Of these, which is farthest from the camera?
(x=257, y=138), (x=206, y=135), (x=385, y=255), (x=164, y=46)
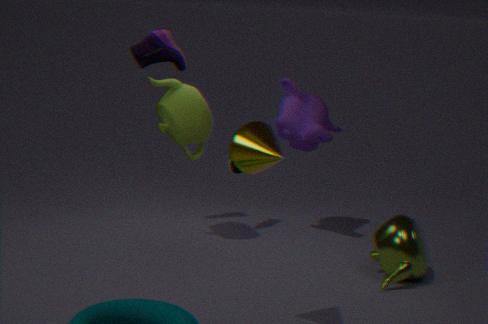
(x=164, y=46)
